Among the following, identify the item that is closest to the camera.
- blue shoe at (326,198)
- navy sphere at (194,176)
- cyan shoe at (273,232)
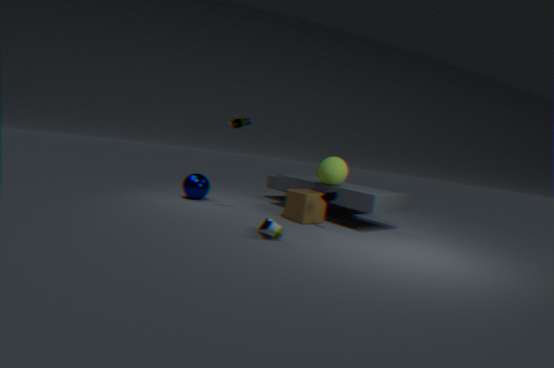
cyan shoe at (273,232)
